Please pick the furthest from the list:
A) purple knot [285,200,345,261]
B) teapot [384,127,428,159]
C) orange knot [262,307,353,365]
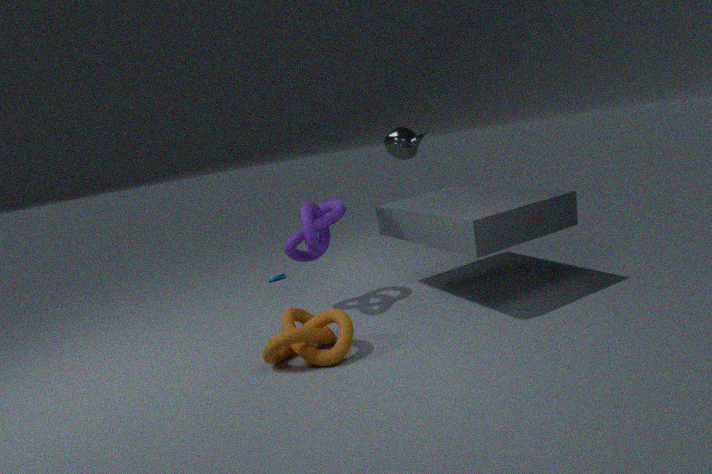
teapot [384,127,428,159]
